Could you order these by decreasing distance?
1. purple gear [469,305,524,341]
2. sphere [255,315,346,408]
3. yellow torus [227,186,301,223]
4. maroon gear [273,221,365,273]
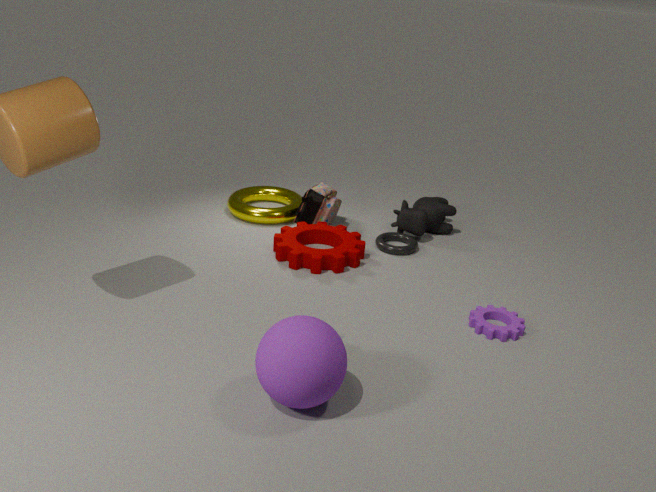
1. yellow torus [227,186,301,223]
2. maroon gear [273,221,365,273]
3. purple gear [469,305,524,341]
4. sphere [255,315,346,408]
